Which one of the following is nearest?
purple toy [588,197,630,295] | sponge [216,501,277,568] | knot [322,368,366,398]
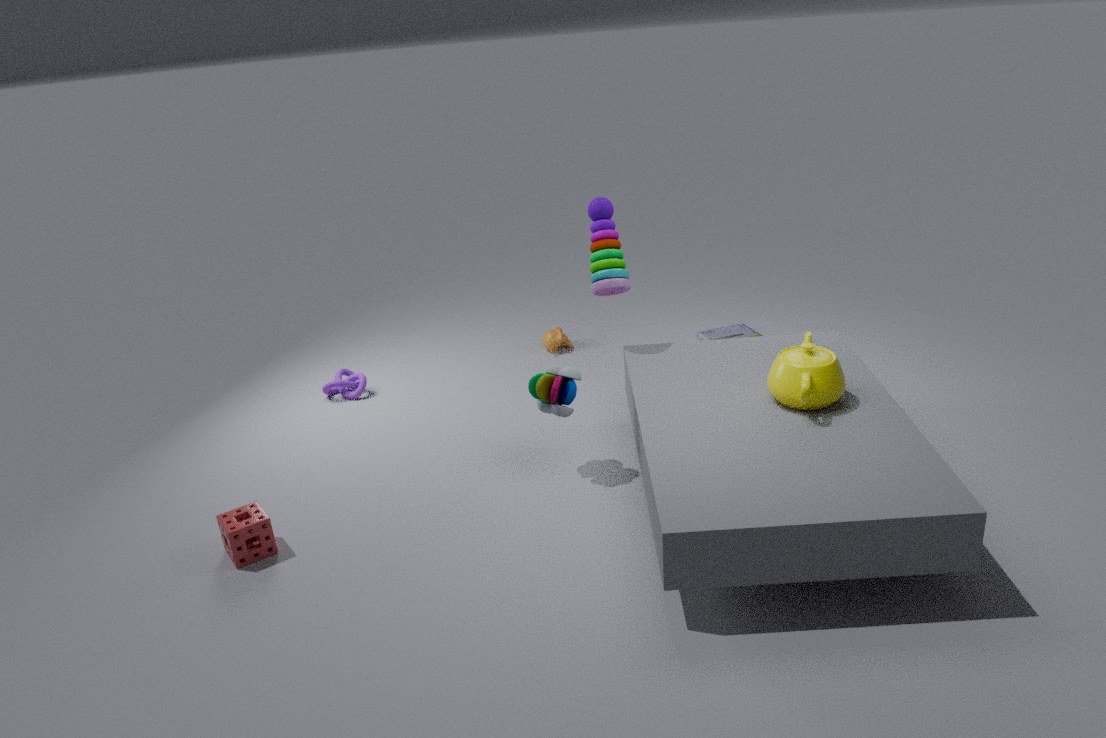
sponge [216,501,277,568]
